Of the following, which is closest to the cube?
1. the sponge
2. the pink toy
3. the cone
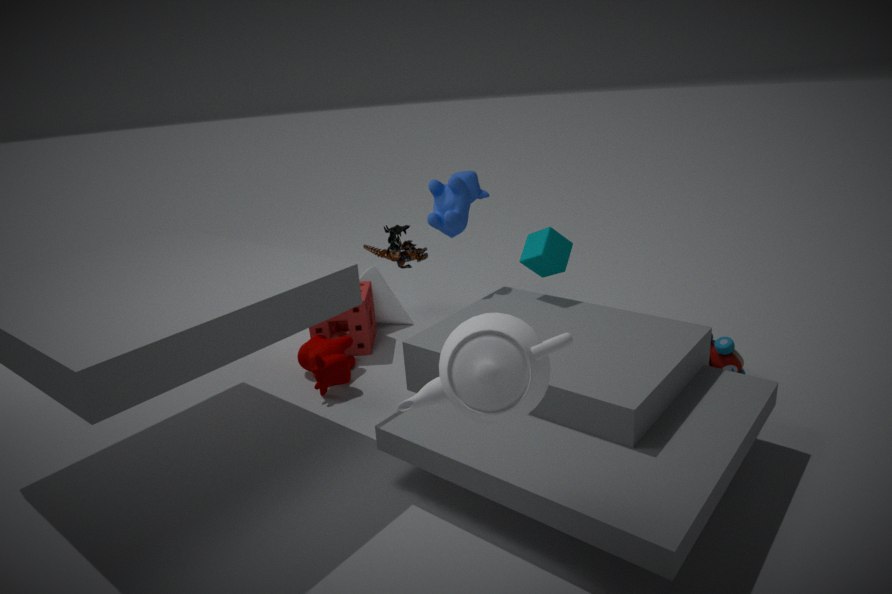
the pink toy
